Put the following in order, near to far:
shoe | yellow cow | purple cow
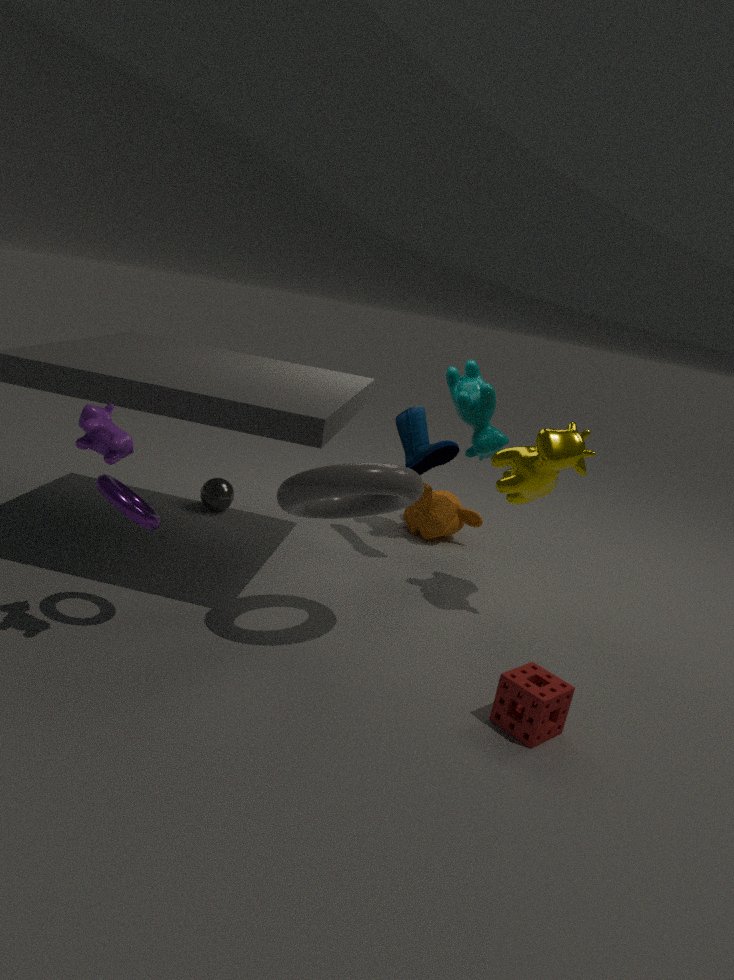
purple cow → yellow cow → shoe
